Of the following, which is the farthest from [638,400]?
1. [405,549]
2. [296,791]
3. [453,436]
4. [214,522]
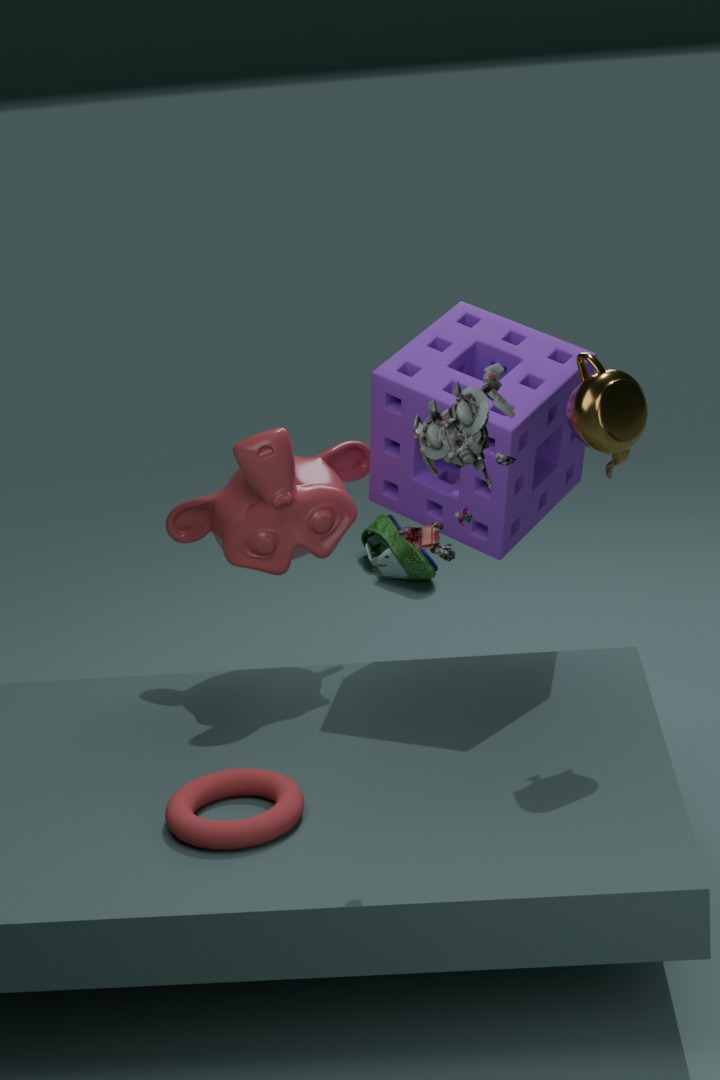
[405,549]
